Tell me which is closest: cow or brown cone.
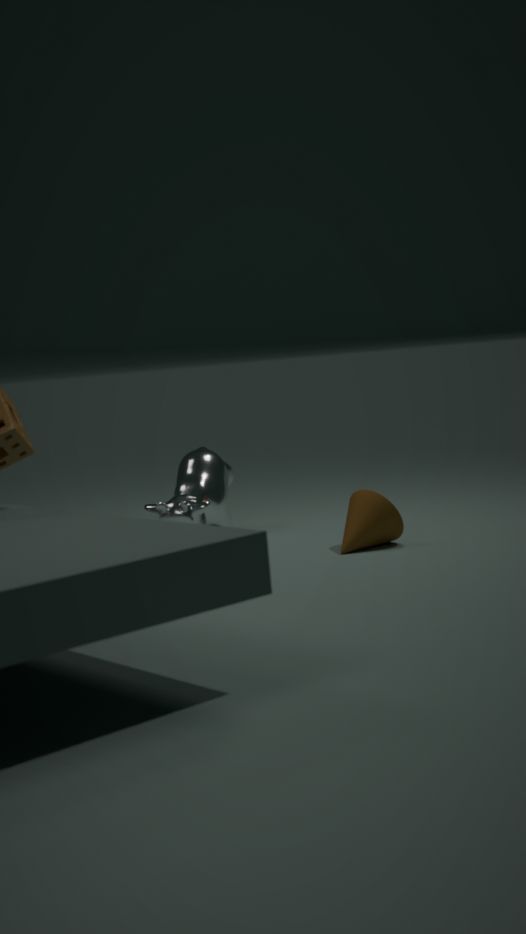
brown cone
